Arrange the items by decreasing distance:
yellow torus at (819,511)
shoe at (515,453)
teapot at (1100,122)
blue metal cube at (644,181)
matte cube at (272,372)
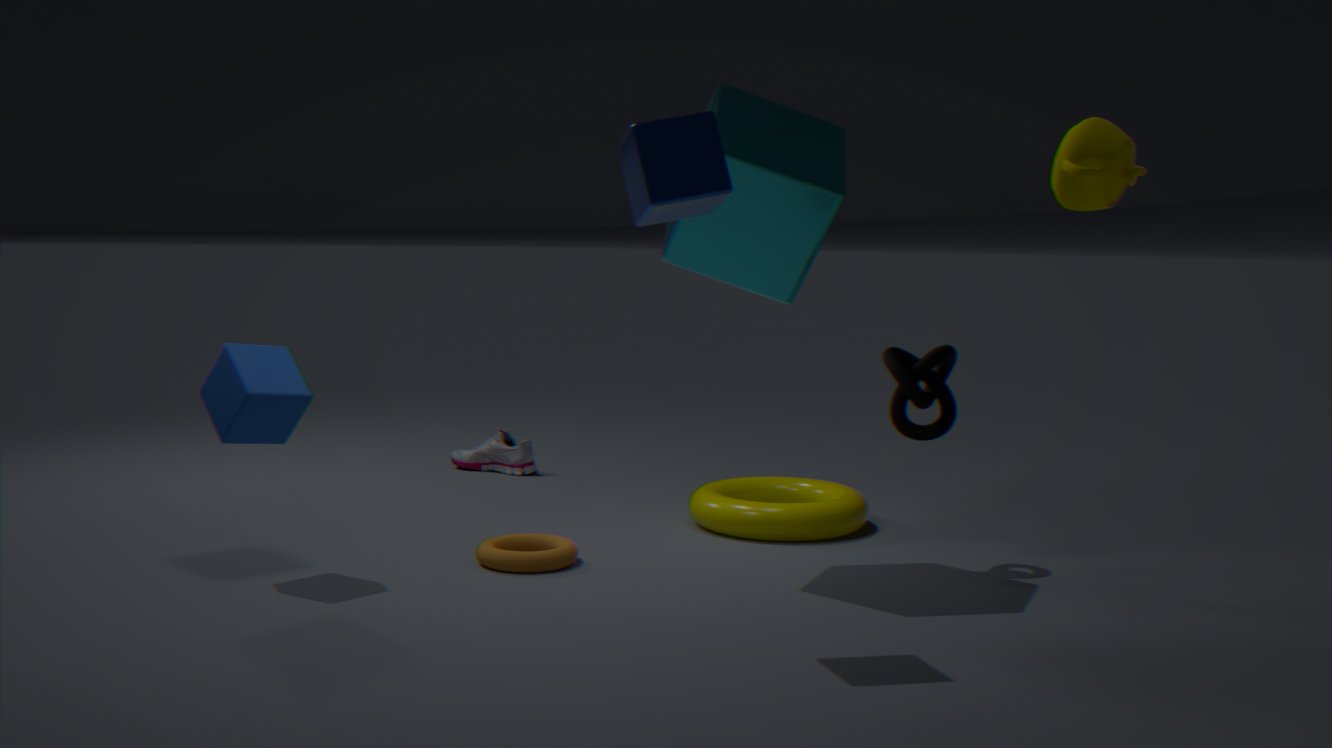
1. shoe at (515,453)
2. yellow torus at (819,511)
3. matte cube at (272,372)
4. blue metal cube at (644,181)
5. teapot at (1100,122)
